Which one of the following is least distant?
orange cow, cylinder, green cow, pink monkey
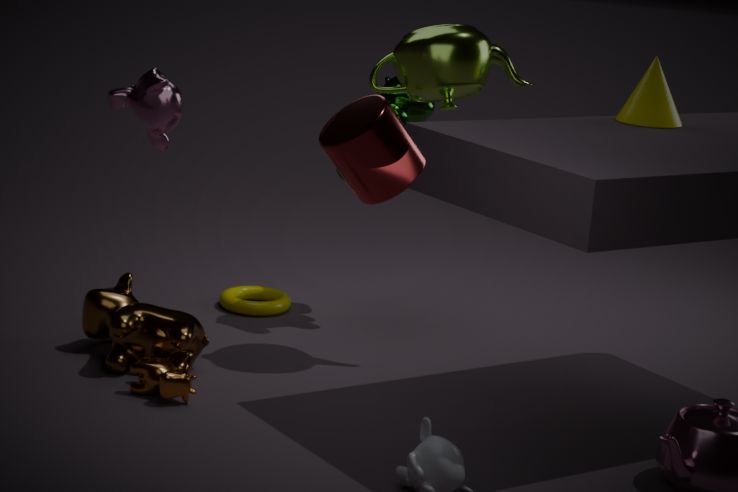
cylinder
